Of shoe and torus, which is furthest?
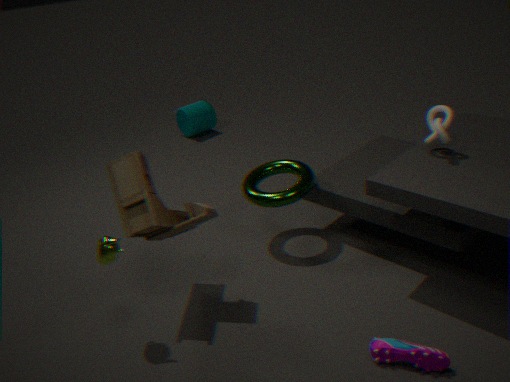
torus
